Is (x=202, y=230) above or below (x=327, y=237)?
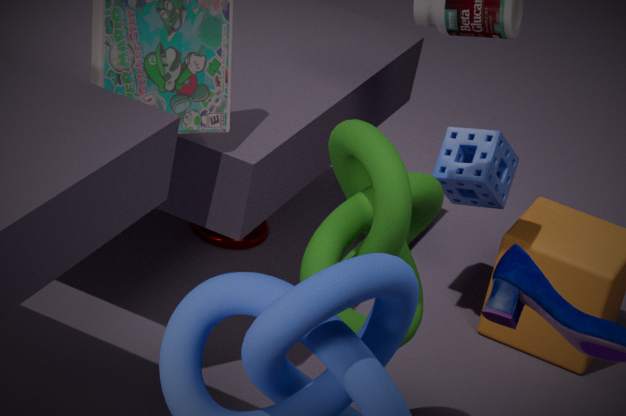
below
